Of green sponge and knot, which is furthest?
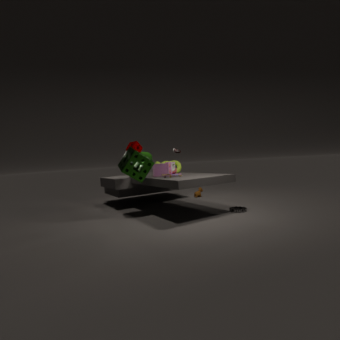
knot
